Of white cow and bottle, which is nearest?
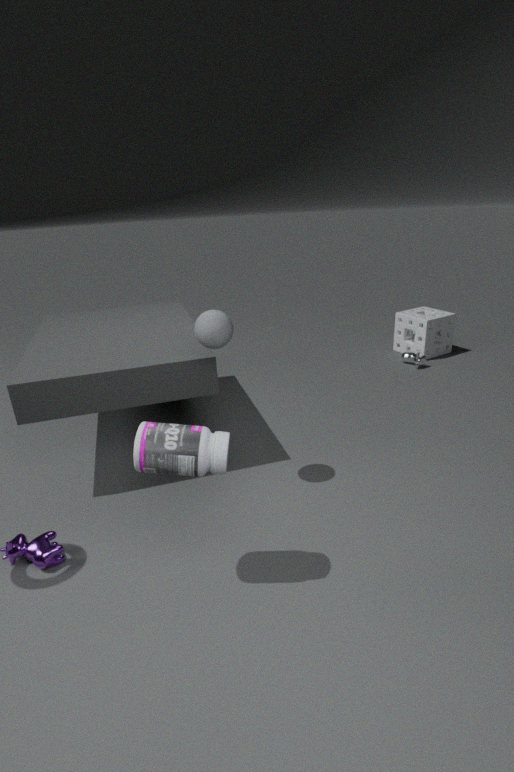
bottle
